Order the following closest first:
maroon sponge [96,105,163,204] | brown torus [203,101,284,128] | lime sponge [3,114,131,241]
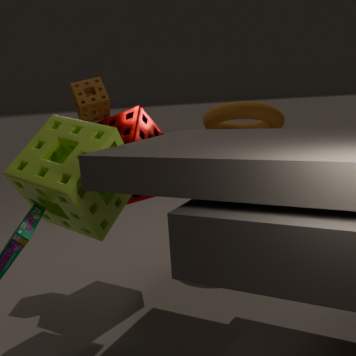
lime sponge [3,114,131,241]
maroon sponge [96,105,163,204]
brown torus [203,101,284,128]
